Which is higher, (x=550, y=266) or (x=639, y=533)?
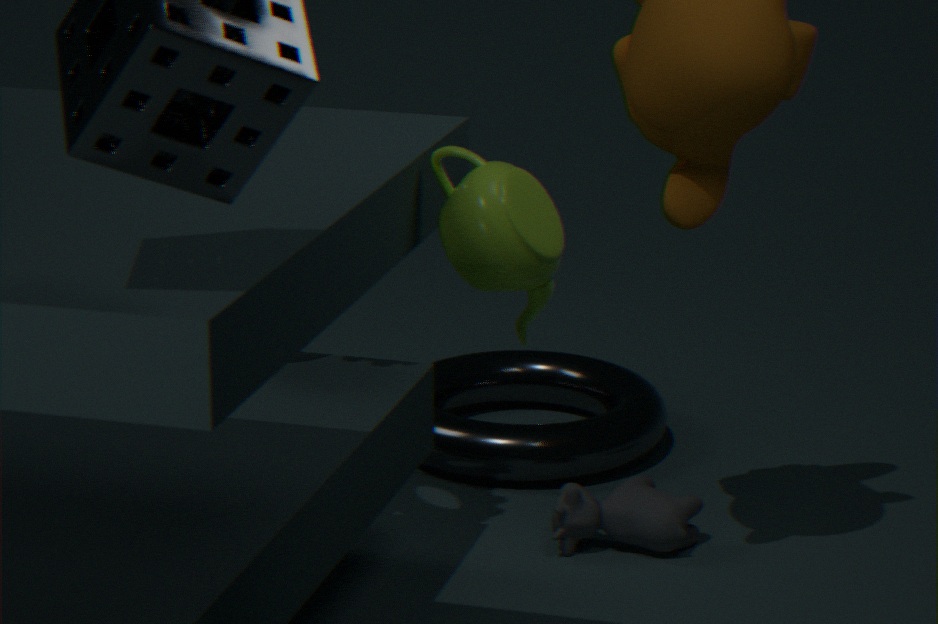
(x=550, y=266)
